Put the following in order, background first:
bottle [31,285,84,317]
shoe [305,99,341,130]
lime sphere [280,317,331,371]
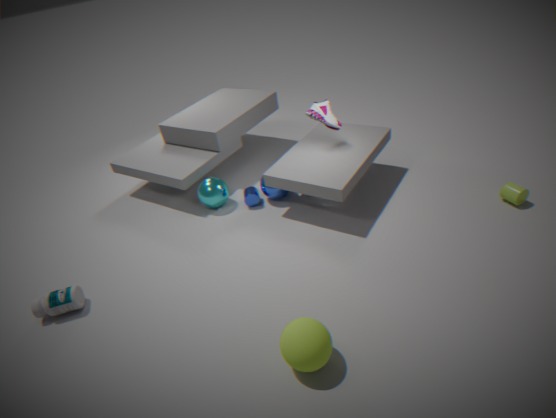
shoe [305,99,341,130]
bottle [31,285,84,317]
lime sphere [280,317,331,371]
